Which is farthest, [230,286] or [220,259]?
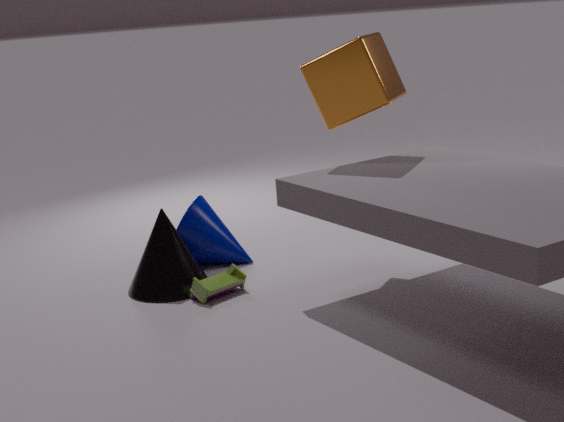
[220,259]
